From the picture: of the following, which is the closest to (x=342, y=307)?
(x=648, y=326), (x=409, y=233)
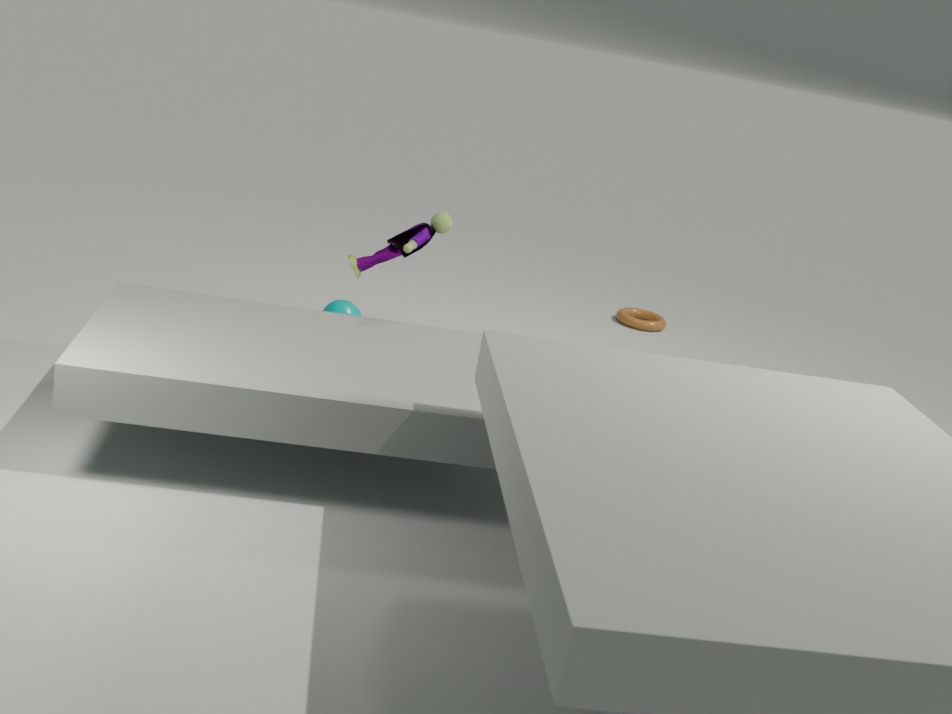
(x=409, y=233)
